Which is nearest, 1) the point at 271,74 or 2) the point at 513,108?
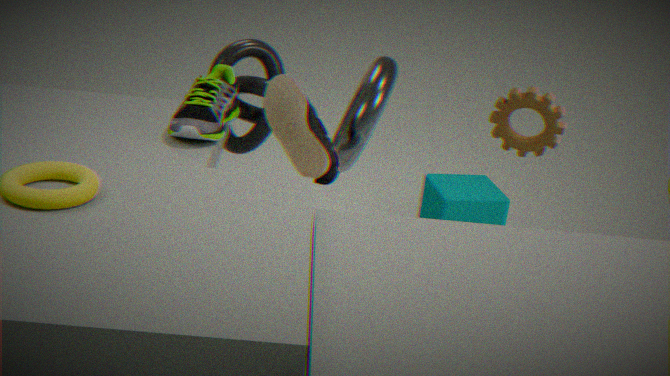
2. the point at 513,108
